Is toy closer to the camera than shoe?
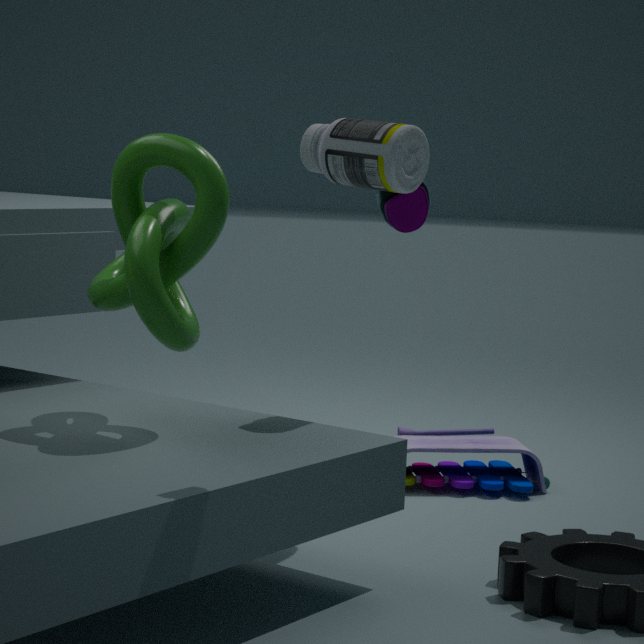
No
